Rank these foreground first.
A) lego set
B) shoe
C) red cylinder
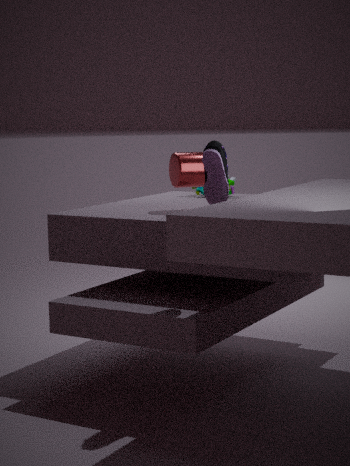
shoe, red cylinder, lego set
